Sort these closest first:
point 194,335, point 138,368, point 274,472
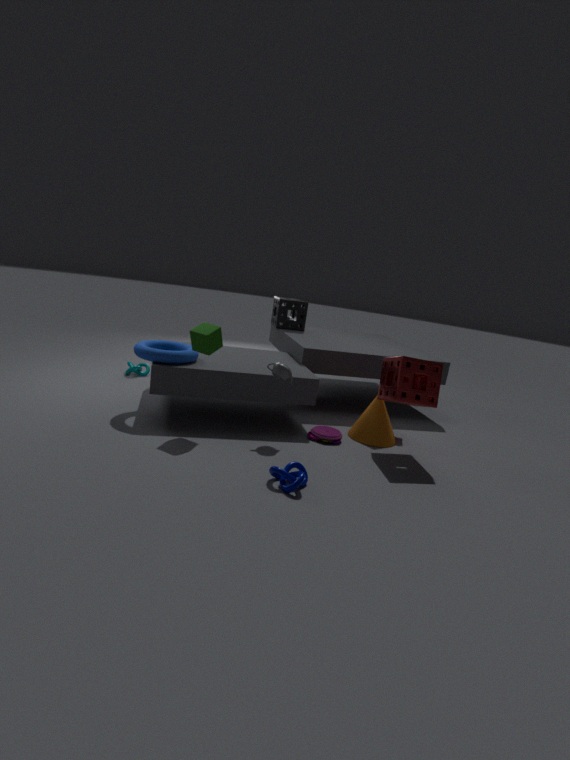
1. point 274,472
2. point 194,335
3. point 138,368
